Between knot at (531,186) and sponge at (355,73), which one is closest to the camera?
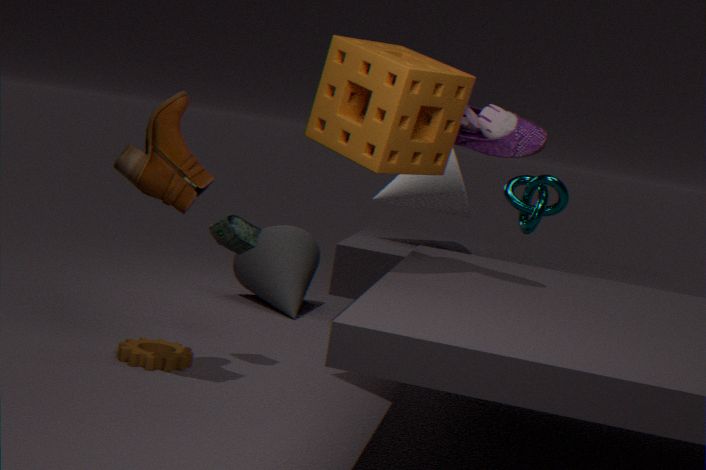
sponge at (355,73)
